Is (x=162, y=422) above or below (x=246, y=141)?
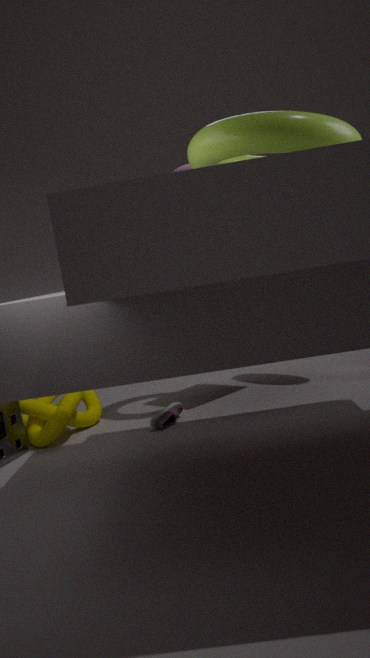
below
